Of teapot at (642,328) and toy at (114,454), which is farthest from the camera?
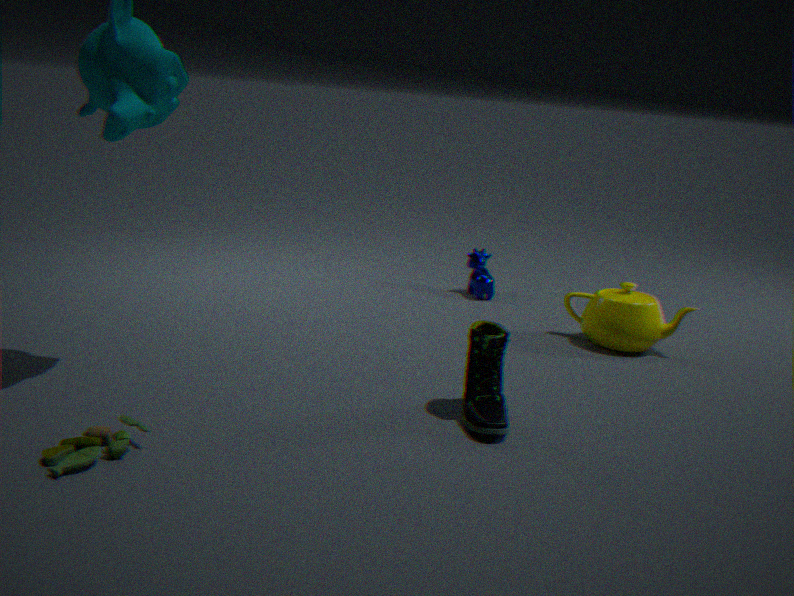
teapot at (642,328)
